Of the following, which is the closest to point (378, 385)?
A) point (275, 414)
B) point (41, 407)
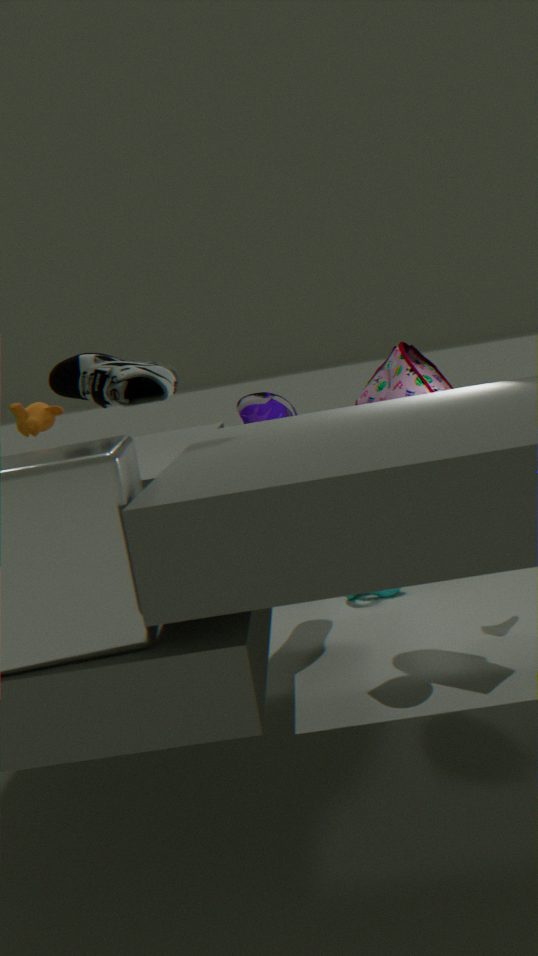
point (275, 414)
